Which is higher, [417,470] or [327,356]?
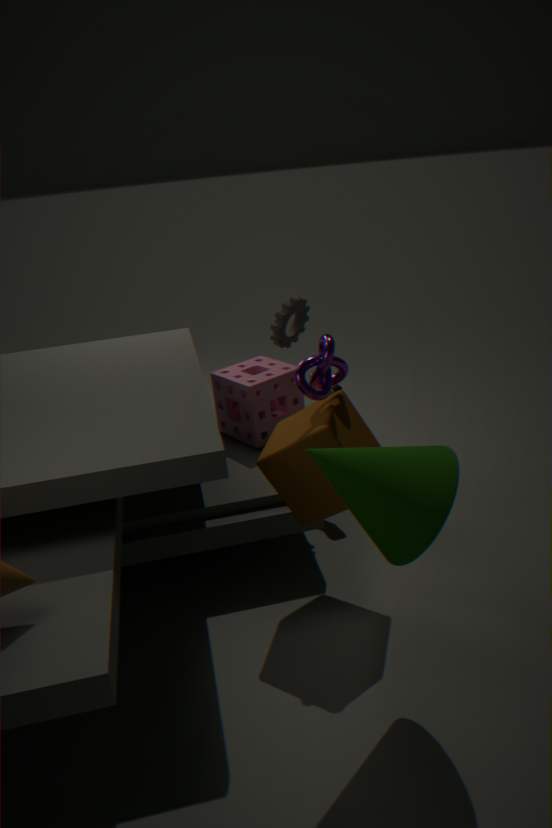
[327,356]
